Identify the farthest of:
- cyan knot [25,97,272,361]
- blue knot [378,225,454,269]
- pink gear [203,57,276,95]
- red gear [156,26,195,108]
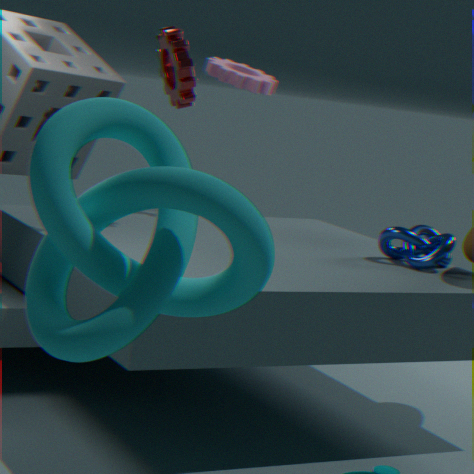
pink gear [203,57,276,95]
